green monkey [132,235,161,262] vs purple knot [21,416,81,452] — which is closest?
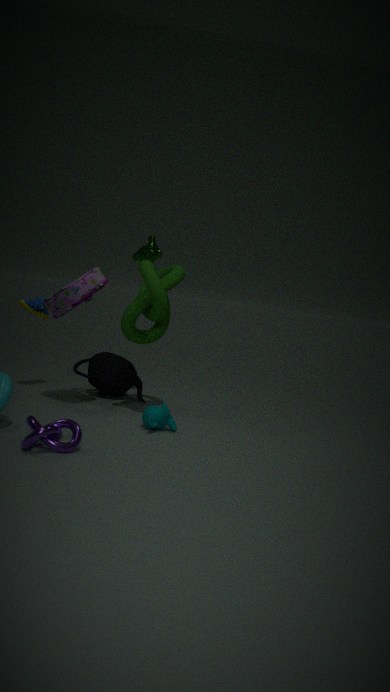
purple knot [21,416,81,452]
